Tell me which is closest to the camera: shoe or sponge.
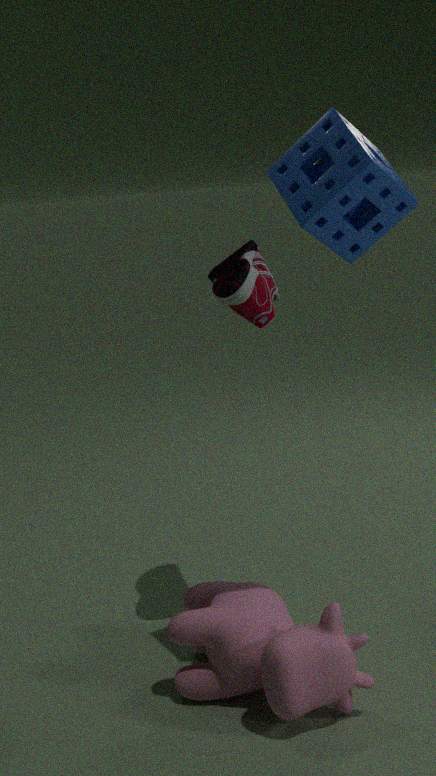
sponge
